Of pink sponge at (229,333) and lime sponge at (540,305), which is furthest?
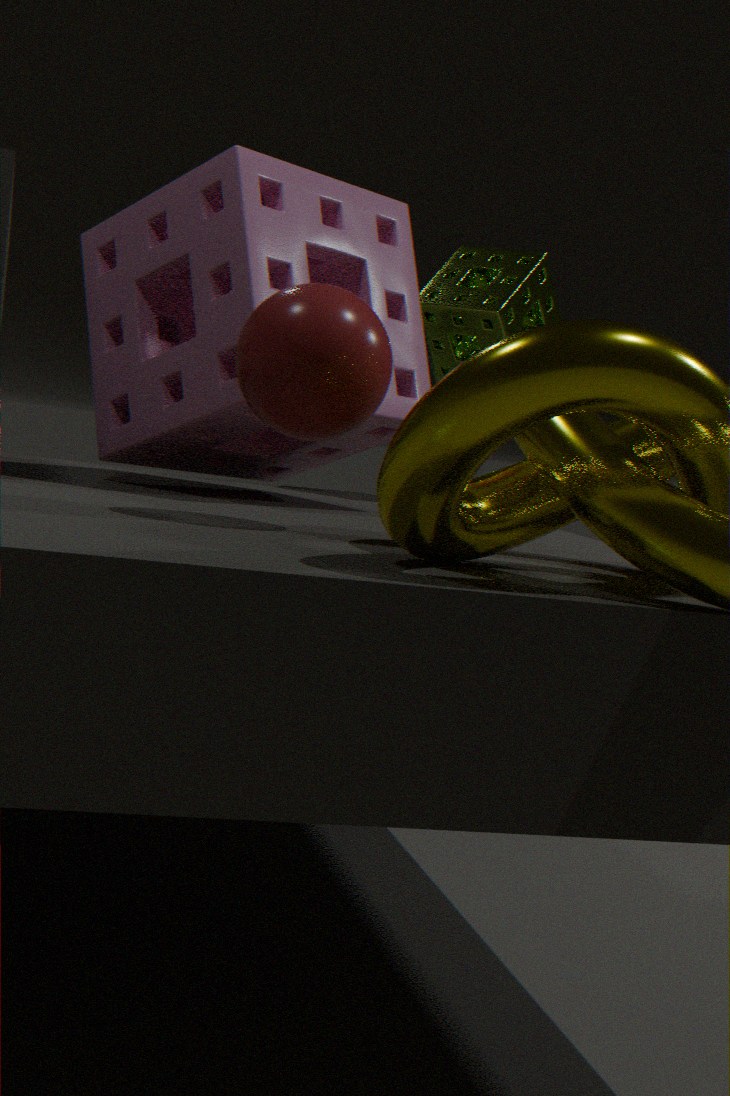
lime sponge at (540,305)
